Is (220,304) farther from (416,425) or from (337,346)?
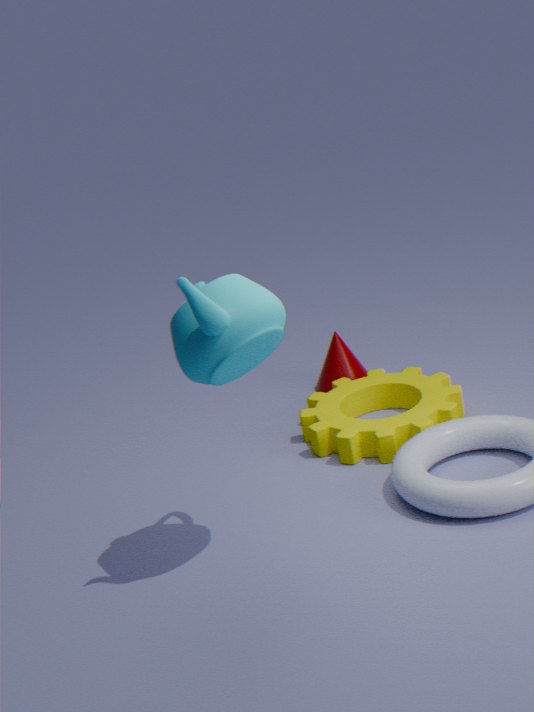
(337,346)
